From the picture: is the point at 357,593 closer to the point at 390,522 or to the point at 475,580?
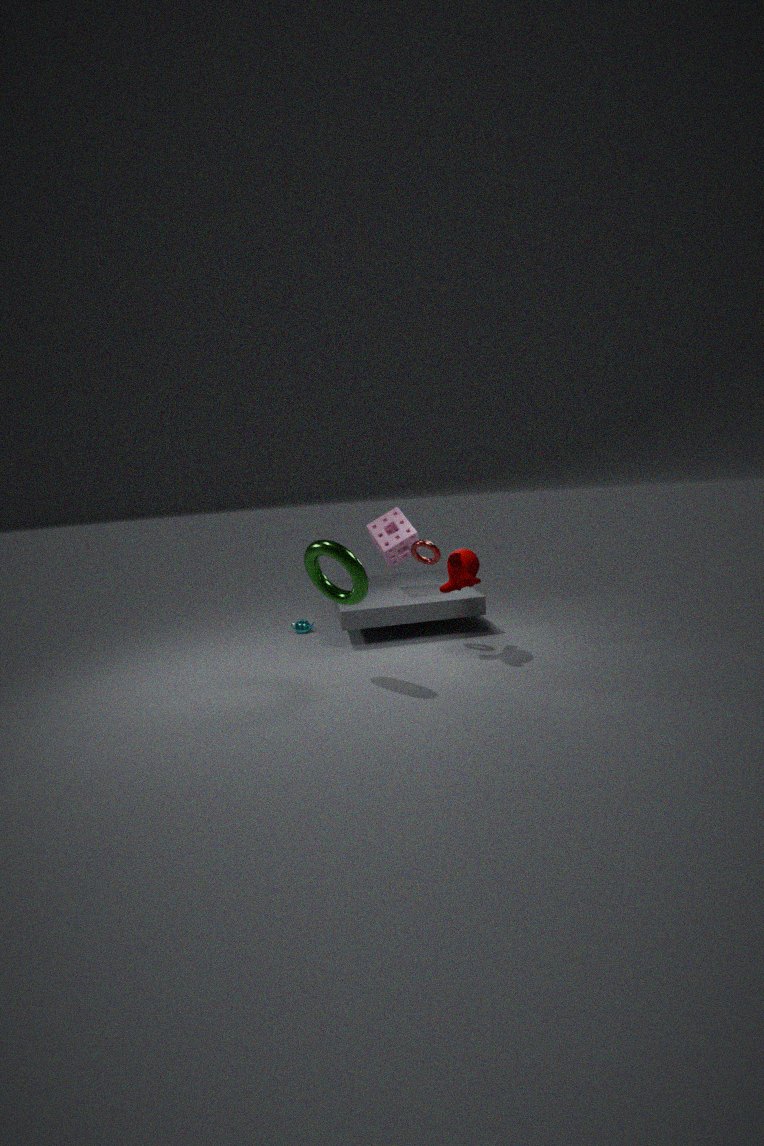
the point at 475,580
